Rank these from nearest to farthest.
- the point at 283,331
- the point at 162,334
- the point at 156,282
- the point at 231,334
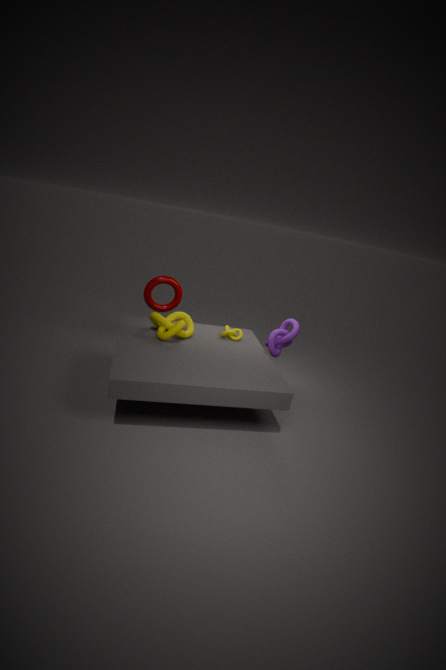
1. the point at 162,334
2. the point at 283,331
3. the point at 231,334
4. the point at 156,282
